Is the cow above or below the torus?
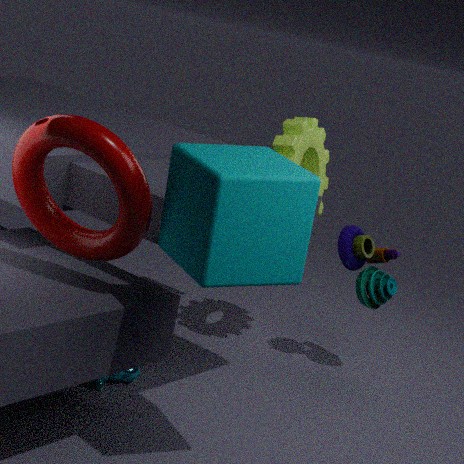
below
